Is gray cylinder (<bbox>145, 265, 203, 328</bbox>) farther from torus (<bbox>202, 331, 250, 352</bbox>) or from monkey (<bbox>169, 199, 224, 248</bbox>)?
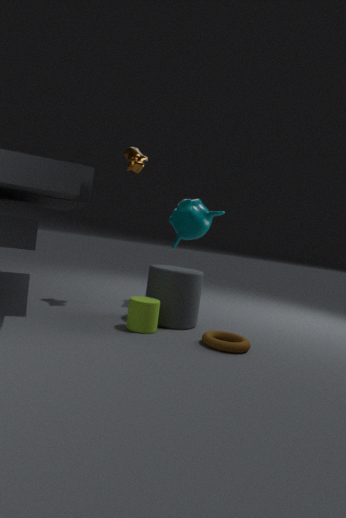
monkey (<bbox>169, 199, 224, 248</bbox>)
